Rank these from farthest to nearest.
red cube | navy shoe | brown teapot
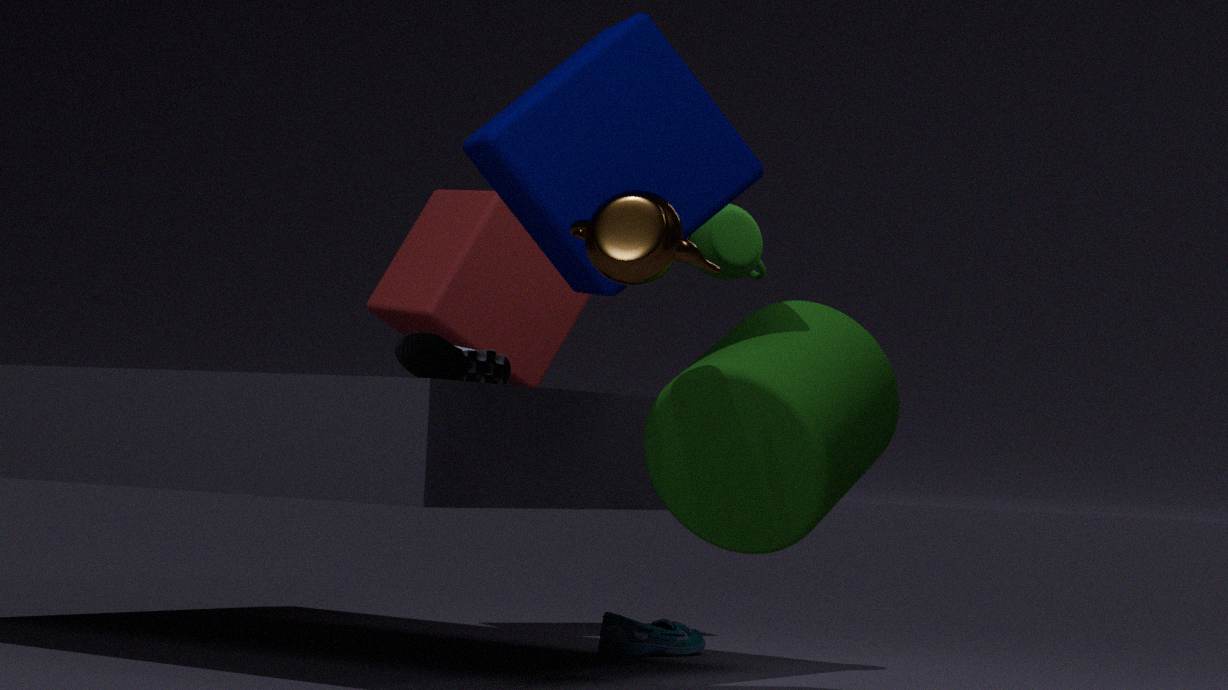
red cube
navy shoe
brown teapot
